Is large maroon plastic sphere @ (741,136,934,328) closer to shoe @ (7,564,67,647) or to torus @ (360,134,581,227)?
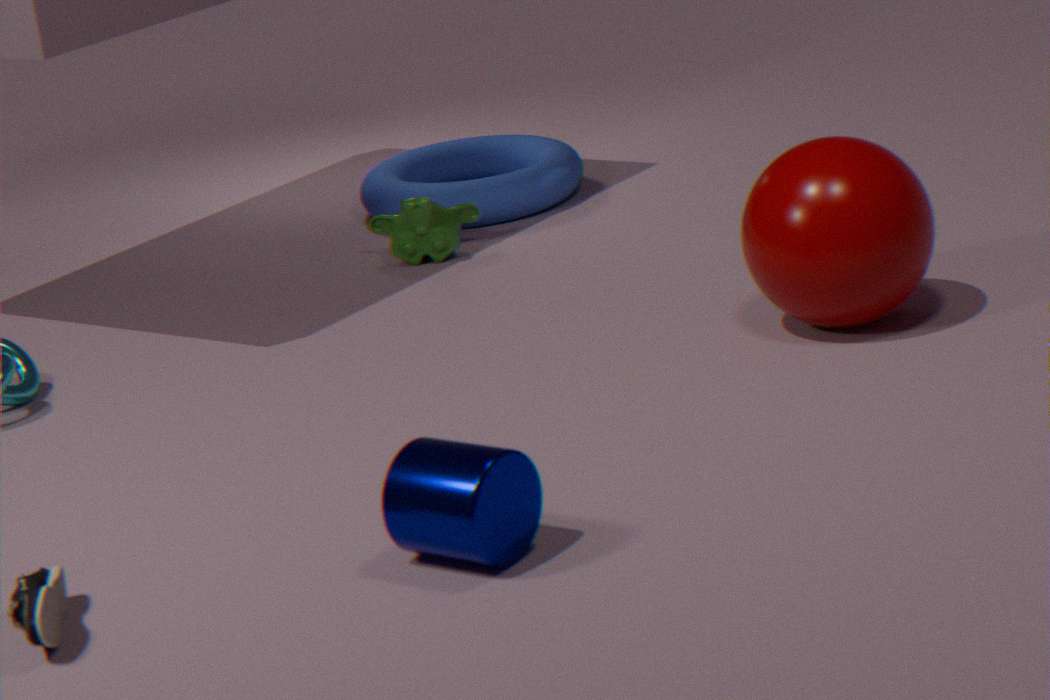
torus @ (360,134,581,227)
